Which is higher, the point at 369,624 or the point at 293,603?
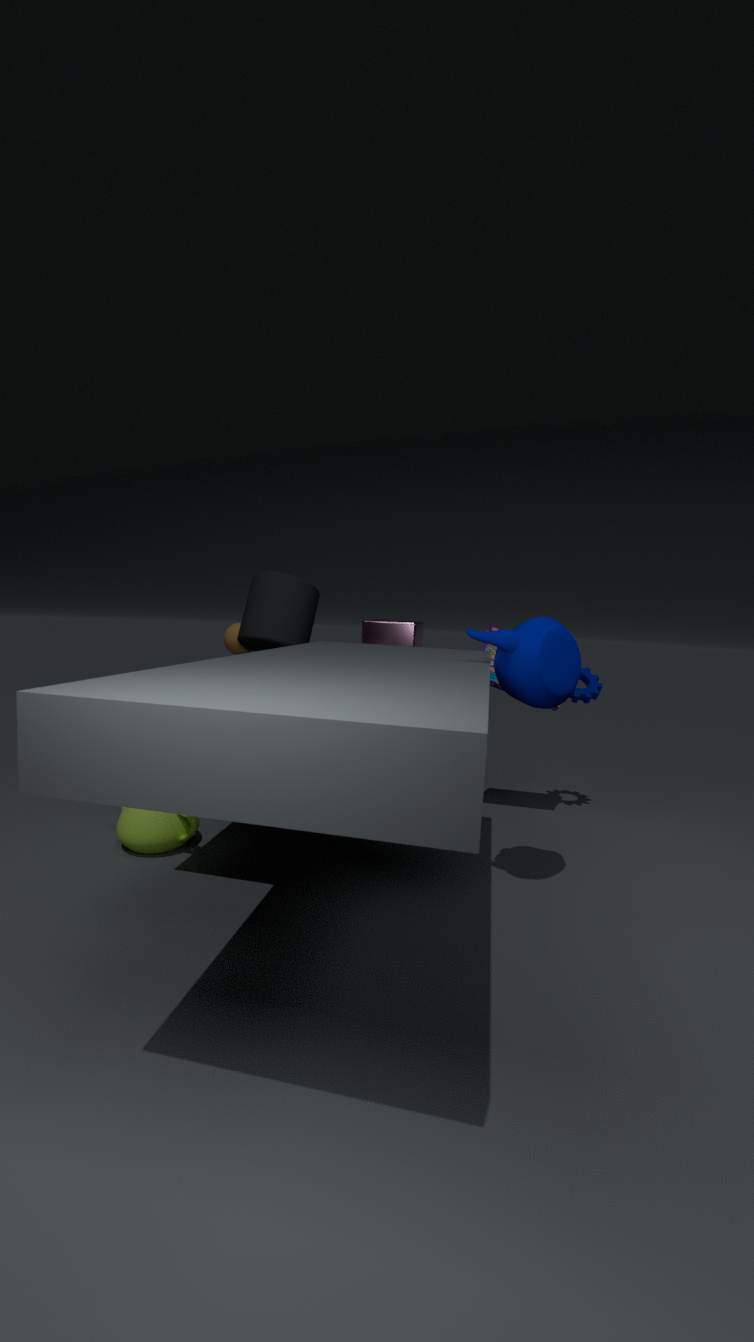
the point at 293,603
